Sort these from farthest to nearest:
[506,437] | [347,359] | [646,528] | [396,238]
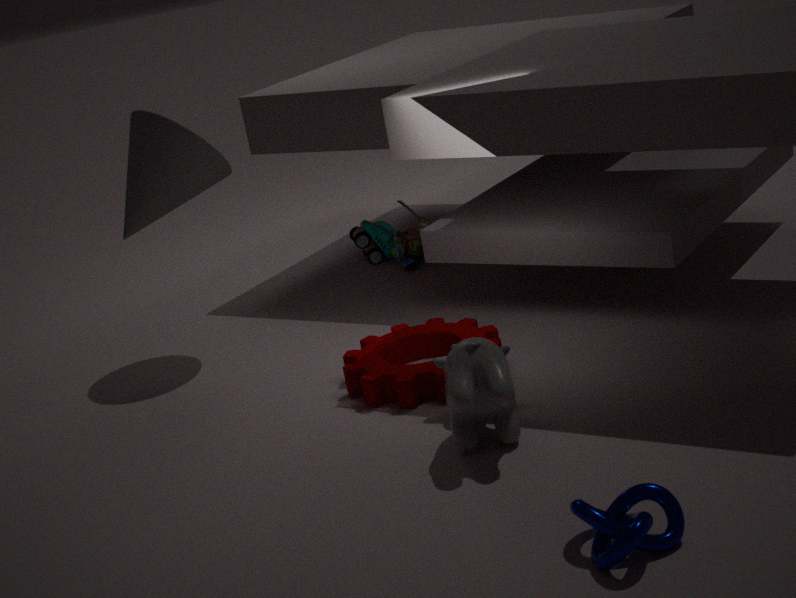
[396,238] → [347,359] → [506,437] → [646,528]
